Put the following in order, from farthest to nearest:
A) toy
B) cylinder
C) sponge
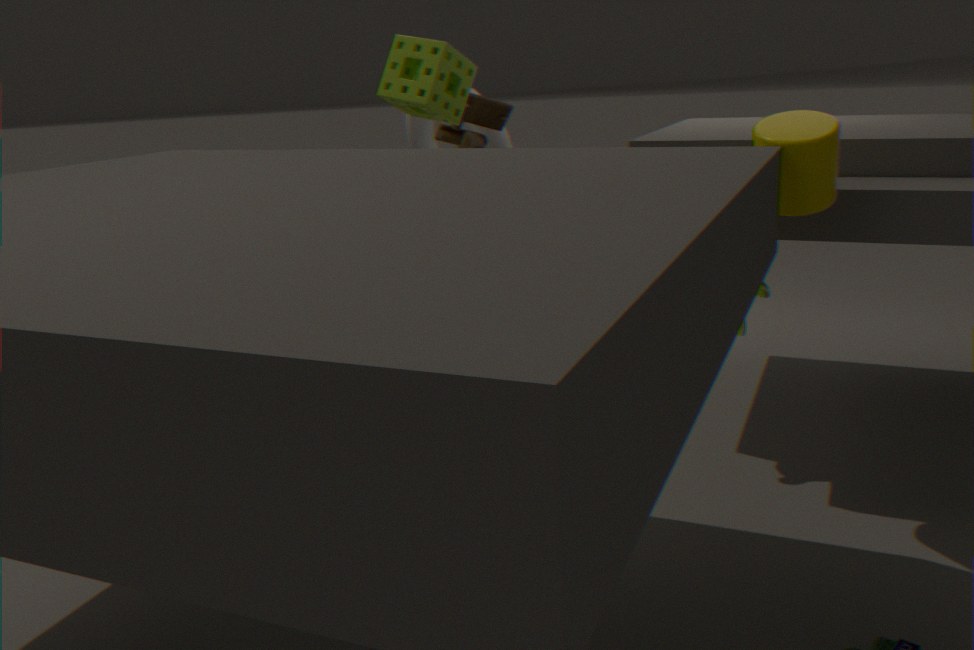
toy → sponge → cylinder
